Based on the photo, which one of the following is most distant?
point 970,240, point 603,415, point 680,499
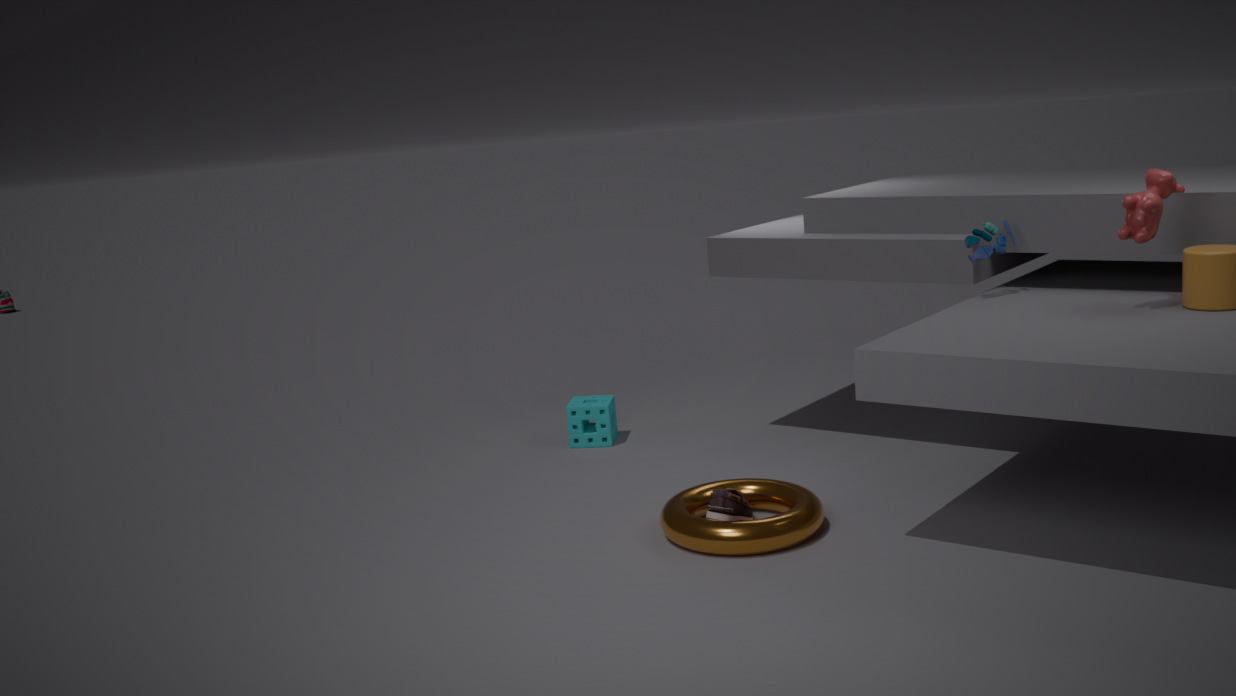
point 603,415
